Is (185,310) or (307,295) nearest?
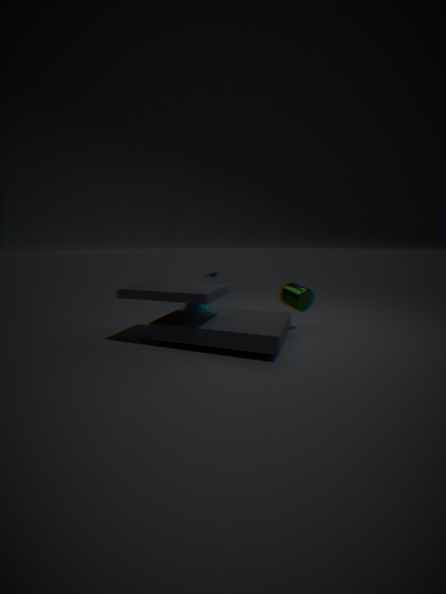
(185,310)
